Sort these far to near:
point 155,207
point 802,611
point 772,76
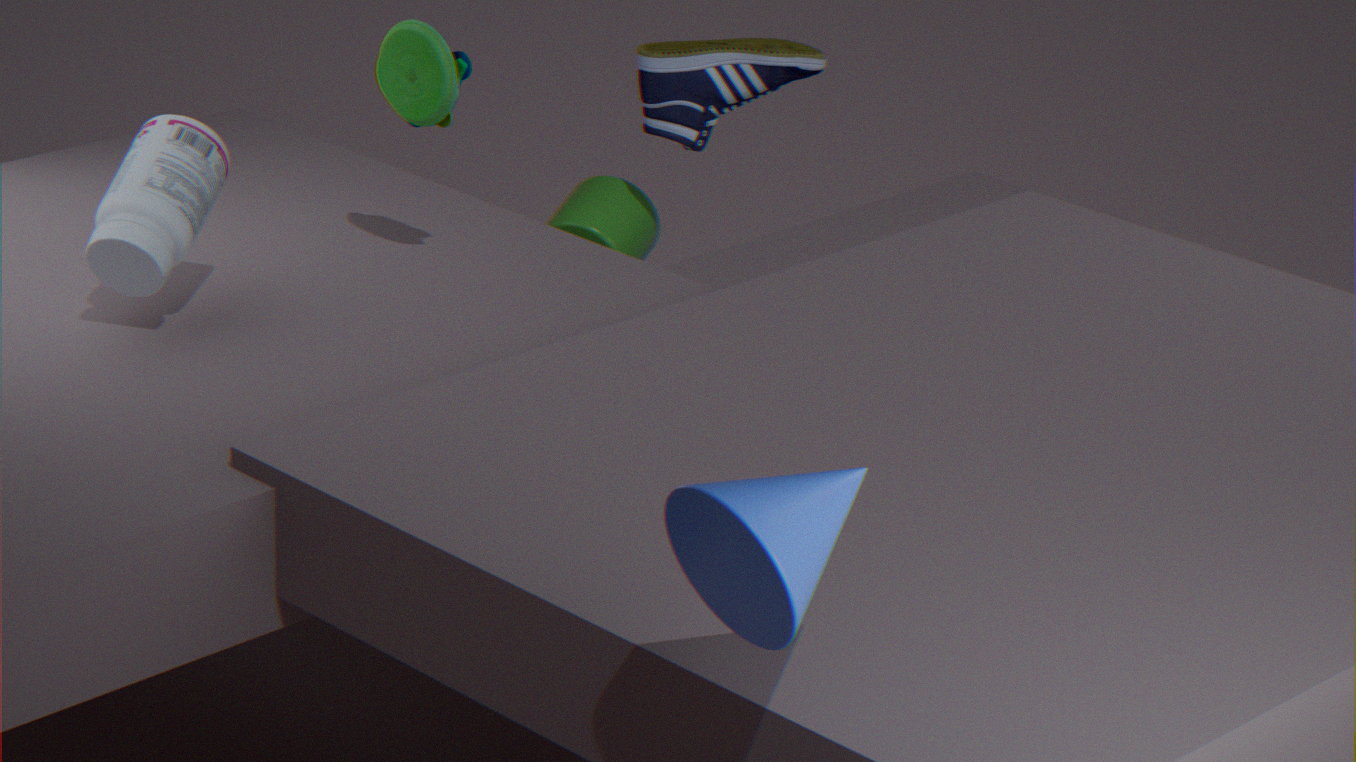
point 772,76, point 155,207, point 802,611
